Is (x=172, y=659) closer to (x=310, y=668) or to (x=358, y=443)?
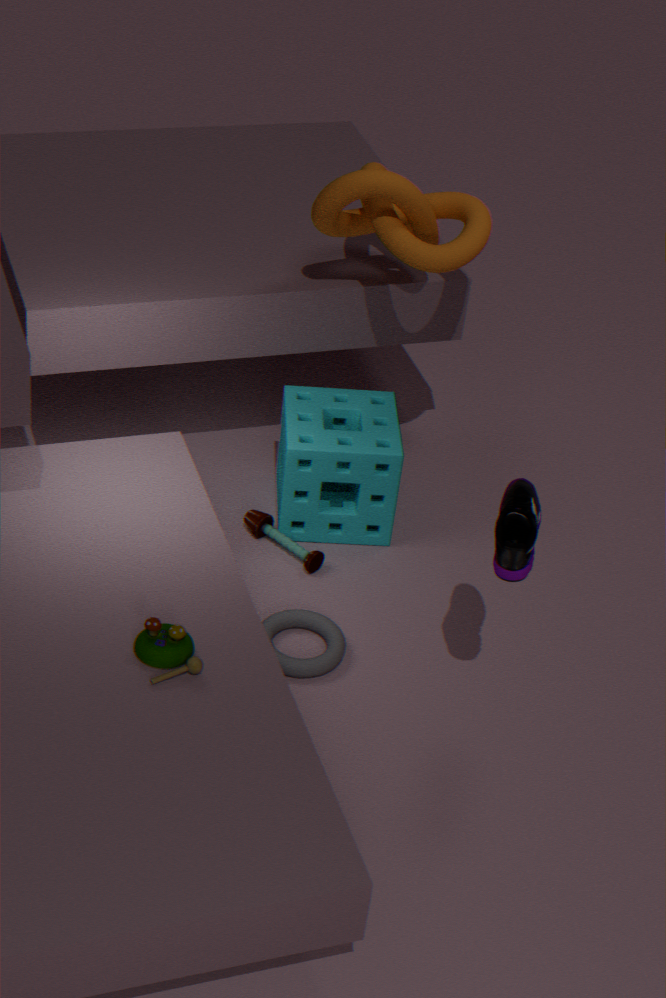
(x=310, y=668)
